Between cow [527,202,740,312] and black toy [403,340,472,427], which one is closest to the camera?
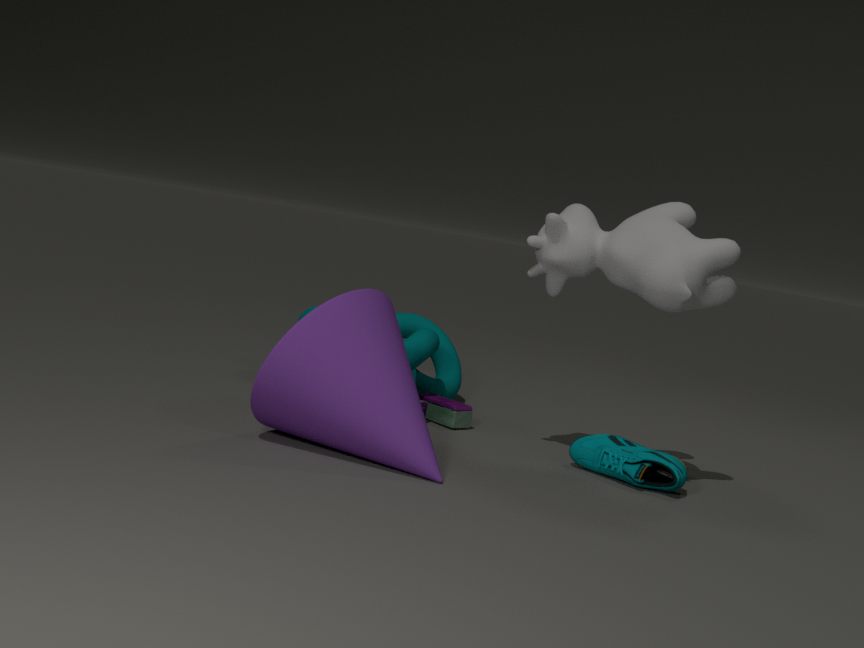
cow [527,202,740,312]
